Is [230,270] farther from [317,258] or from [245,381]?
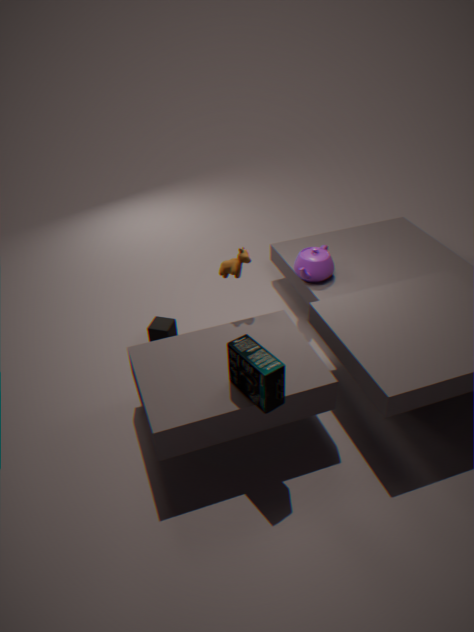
[245,381]
